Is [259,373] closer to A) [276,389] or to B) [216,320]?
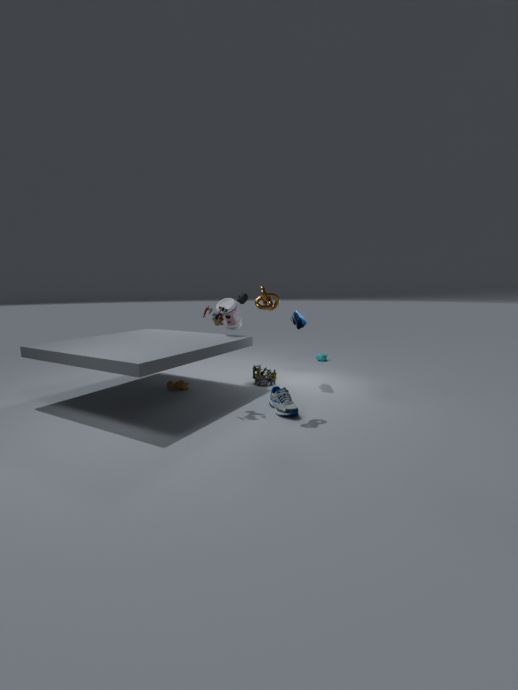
A) [276,389]
